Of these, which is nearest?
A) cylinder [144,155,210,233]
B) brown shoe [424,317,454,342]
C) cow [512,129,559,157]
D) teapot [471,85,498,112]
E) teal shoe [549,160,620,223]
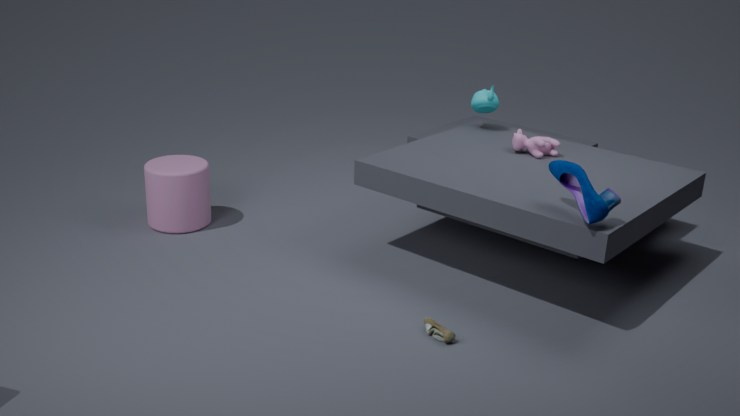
teal shoe [549,160,620,223]
